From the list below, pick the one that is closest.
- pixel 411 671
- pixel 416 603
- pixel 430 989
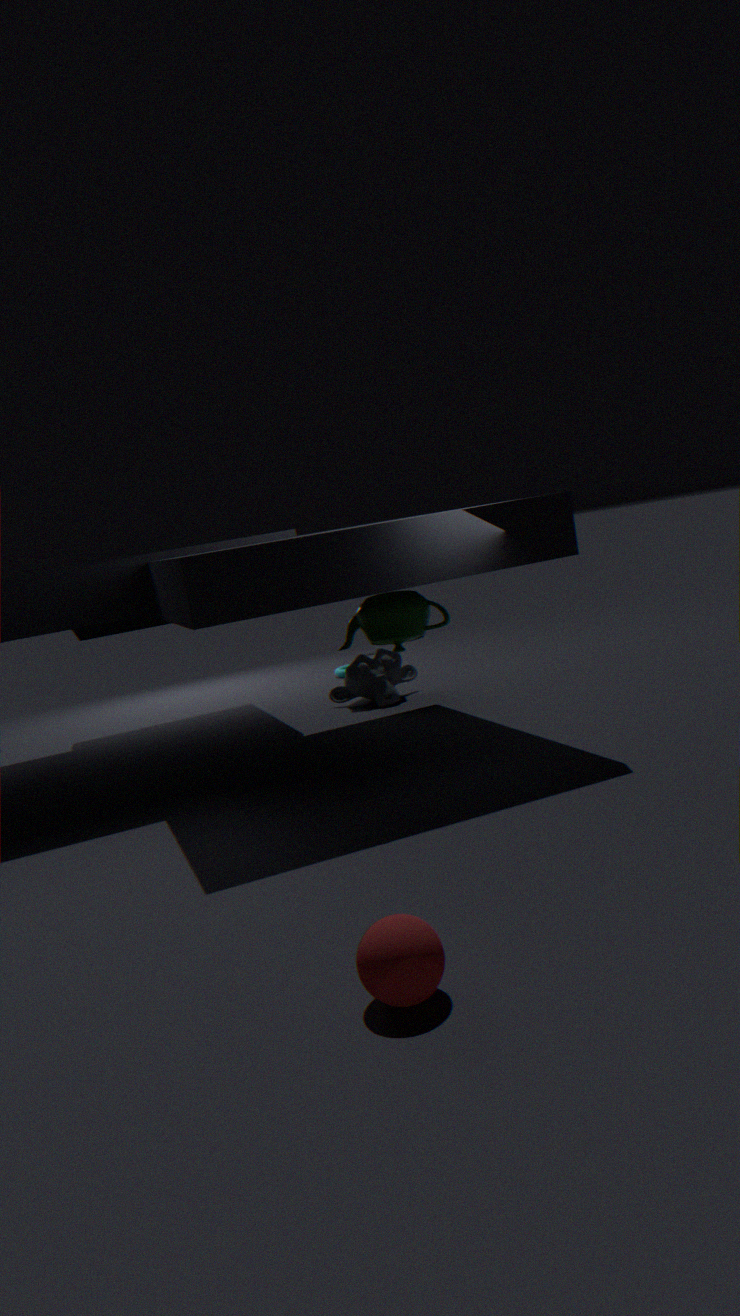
pixel 430 989
